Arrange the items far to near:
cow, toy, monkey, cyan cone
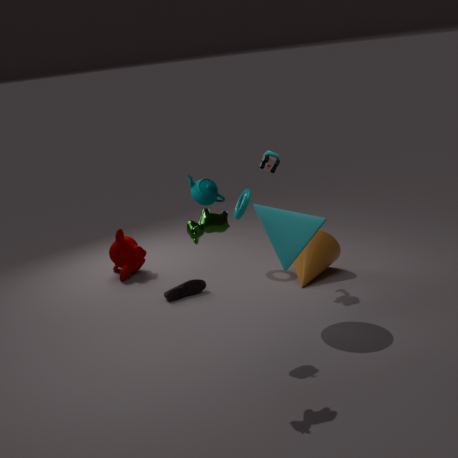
monkey → toy → cyan cone → cow
